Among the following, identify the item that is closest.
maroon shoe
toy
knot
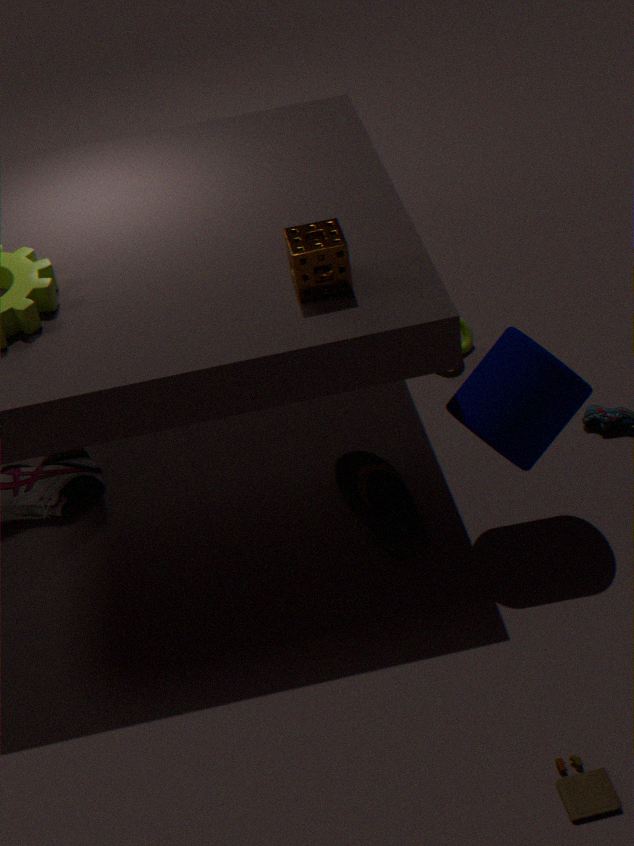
toy
